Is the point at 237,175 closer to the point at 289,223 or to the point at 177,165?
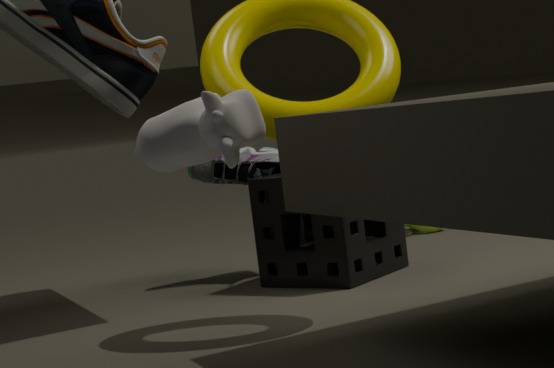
the point at 289,223
